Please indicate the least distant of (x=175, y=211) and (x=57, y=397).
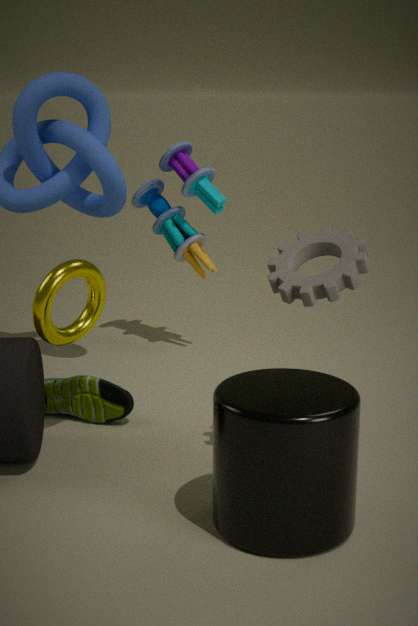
(x=57, y=397)
